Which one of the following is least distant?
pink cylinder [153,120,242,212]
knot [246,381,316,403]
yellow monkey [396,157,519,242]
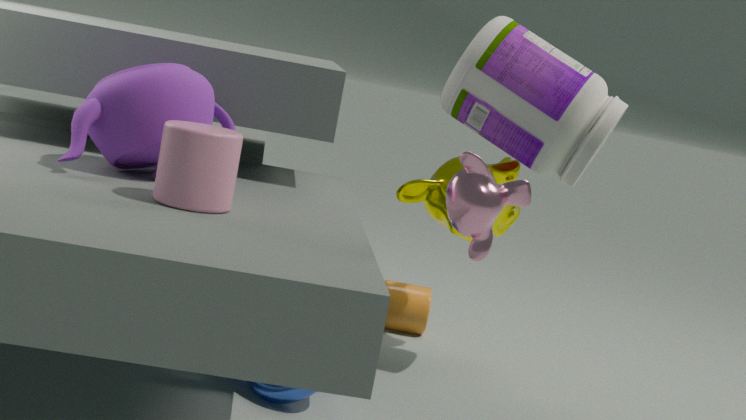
pink cylinder [153,120,242,212]
